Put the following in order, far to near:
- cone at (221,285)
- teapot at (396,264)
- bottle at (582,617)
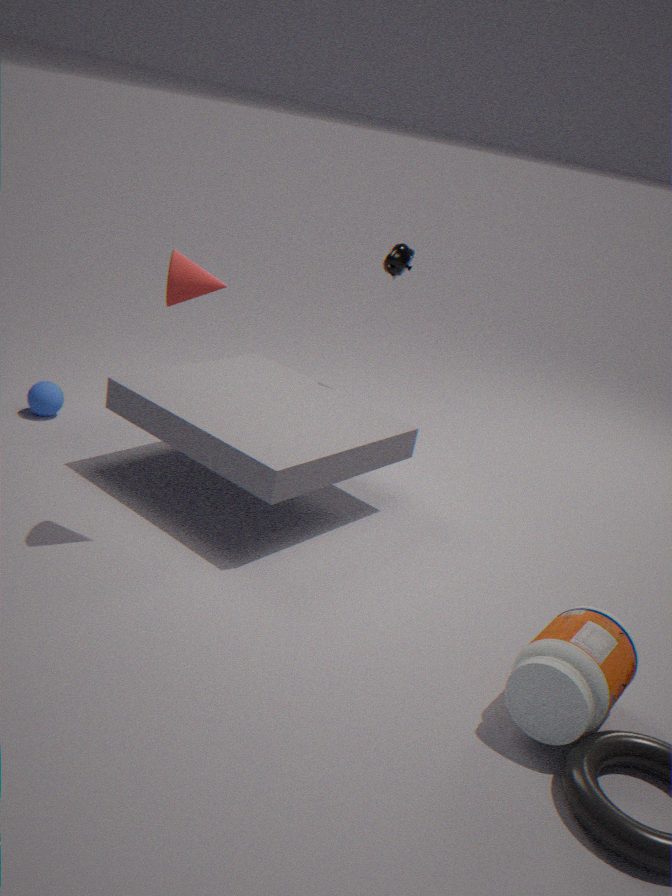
teapot at (396,264), cone at (221,285), bottle at (582,617)
